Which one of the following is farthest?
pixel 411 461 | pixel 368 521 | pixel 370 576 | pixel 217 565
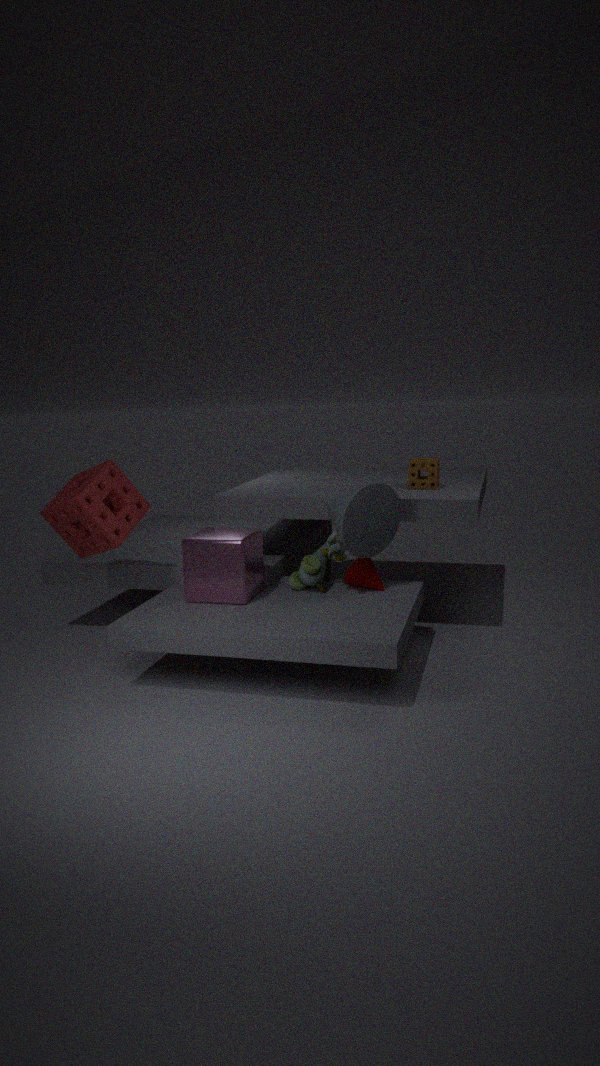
pixel 411 461
